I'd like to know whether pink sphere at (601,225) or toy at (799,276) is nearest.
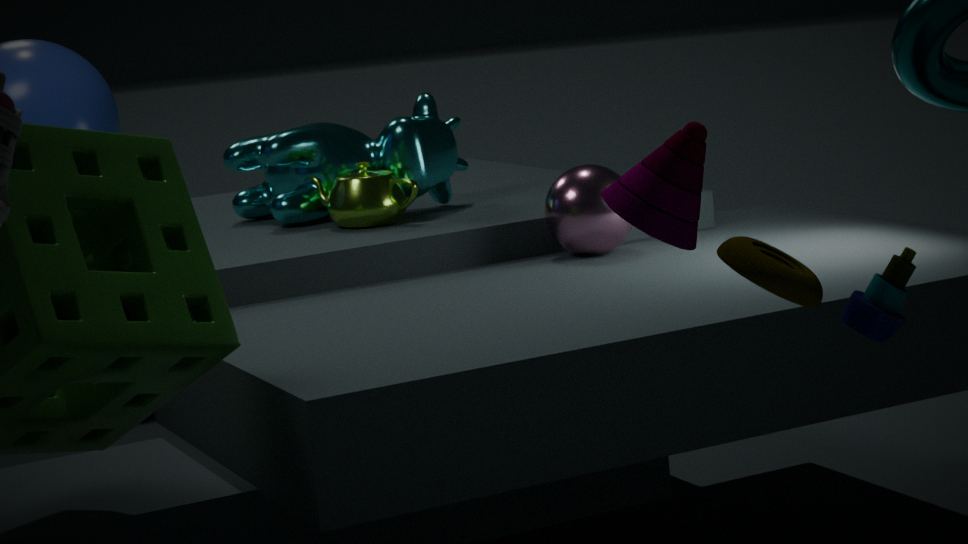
toy at (799,276)
